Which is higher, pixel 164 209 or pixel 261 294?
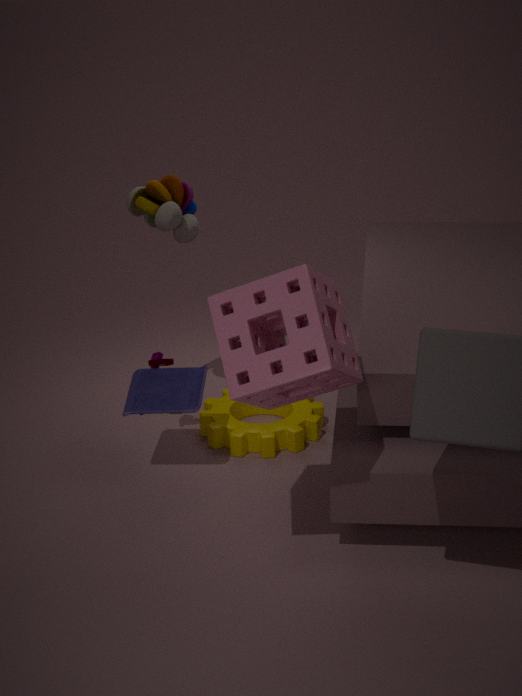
pixel 164 209
